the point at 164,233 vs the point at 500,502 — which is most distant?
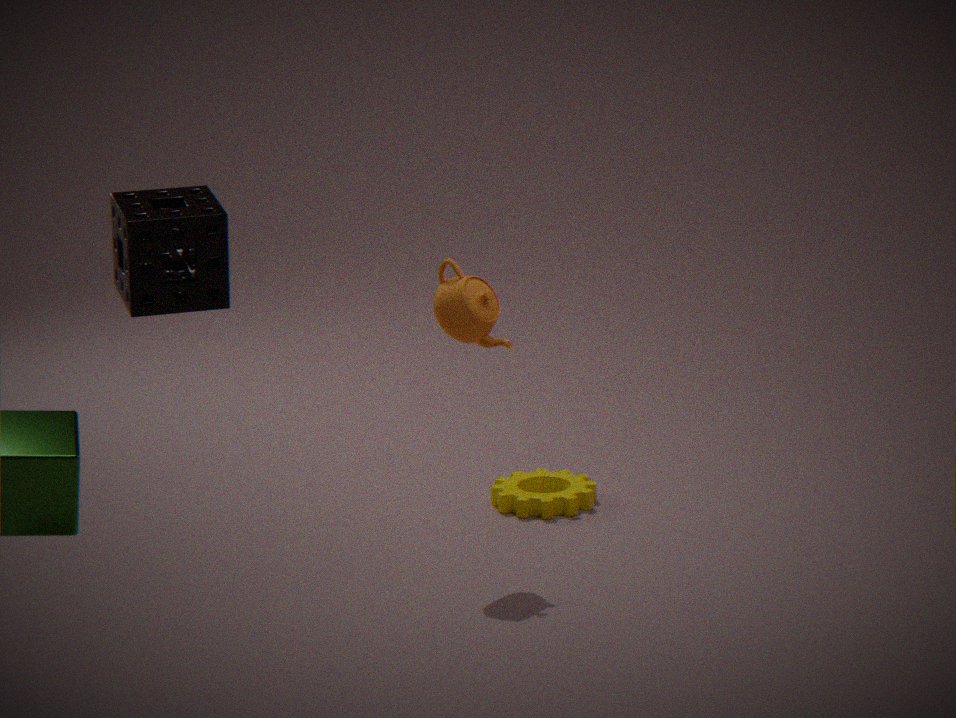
the point at 500,502
